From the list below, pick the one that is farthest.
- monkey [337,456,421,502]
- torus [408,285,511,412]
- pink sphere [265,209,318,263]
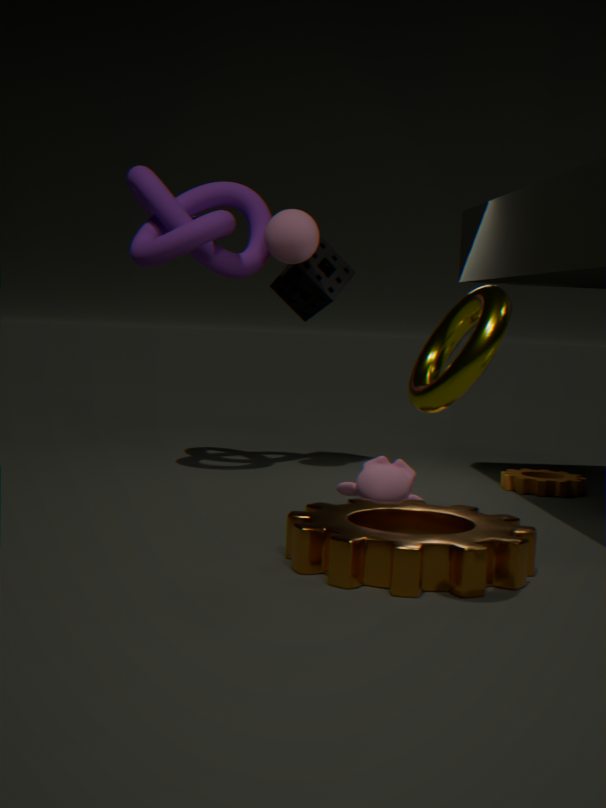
pink sphere [265,209,318,263]
